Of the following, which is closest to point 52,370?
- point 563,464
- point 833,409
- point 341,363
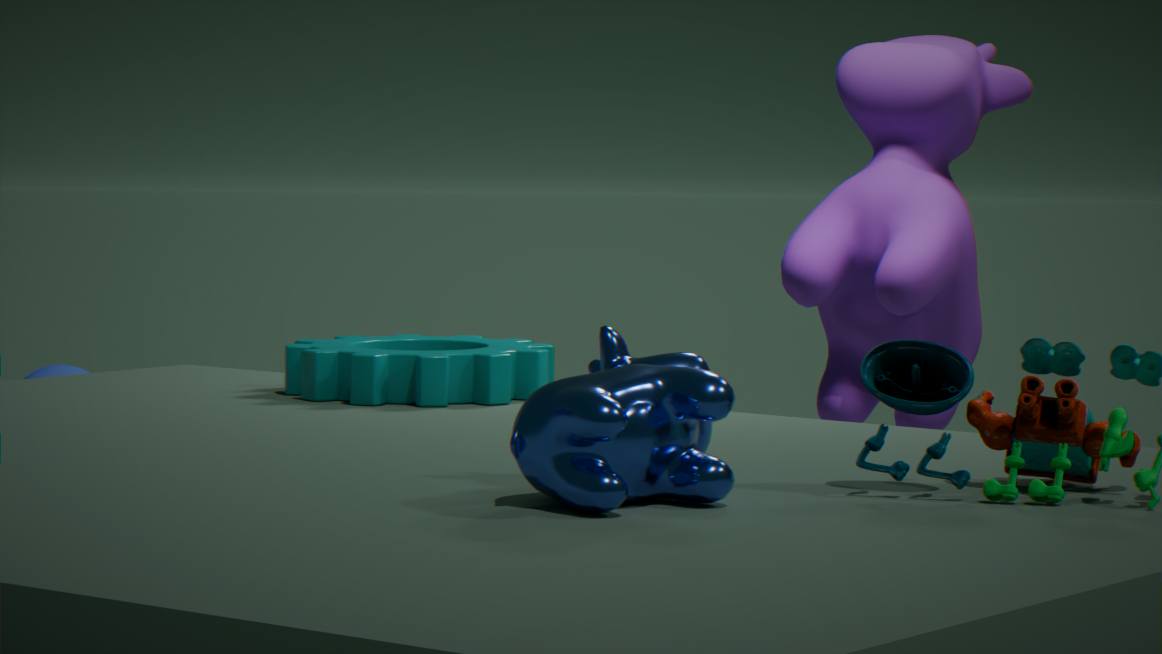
point 341,363
